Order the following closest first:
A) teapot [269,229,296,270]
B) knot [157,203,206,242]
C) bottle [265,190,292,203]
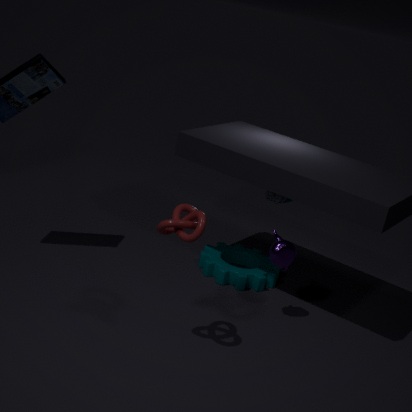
1. knot [157,203,206,242]
2. teapot [269,229,296,270]
3. bottle [265,190,292,203]
